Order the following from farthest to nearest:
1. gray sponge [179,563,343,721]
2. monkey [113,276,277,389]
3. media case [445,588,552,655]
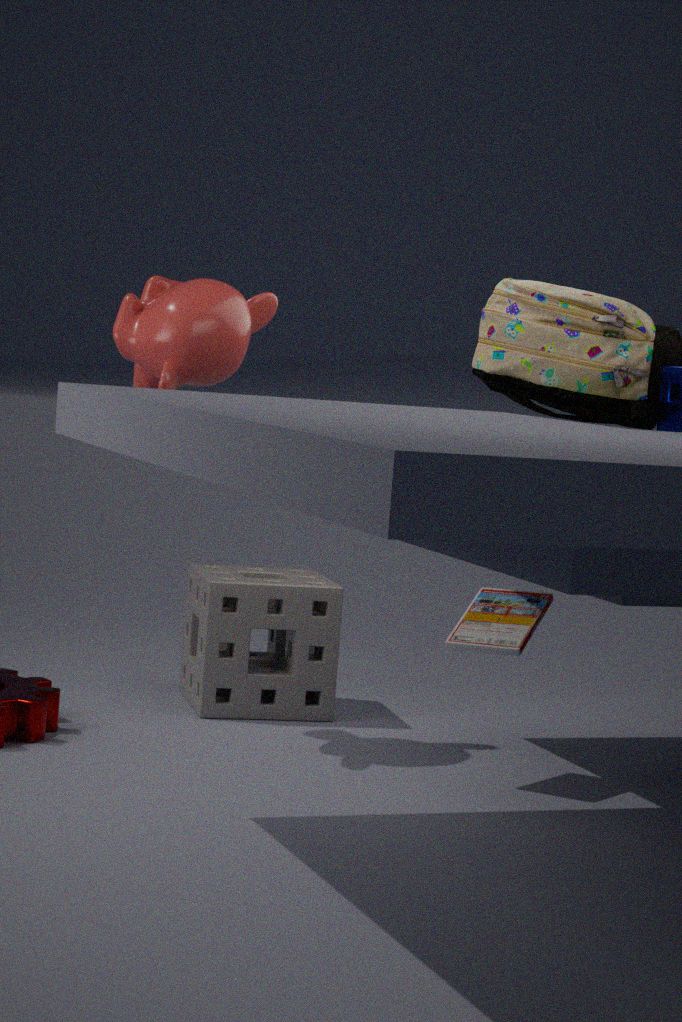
1. gray sponge [179,563,343,721]
2. monkey [113,276,277,389]
3. media case [445,588,552,655]
